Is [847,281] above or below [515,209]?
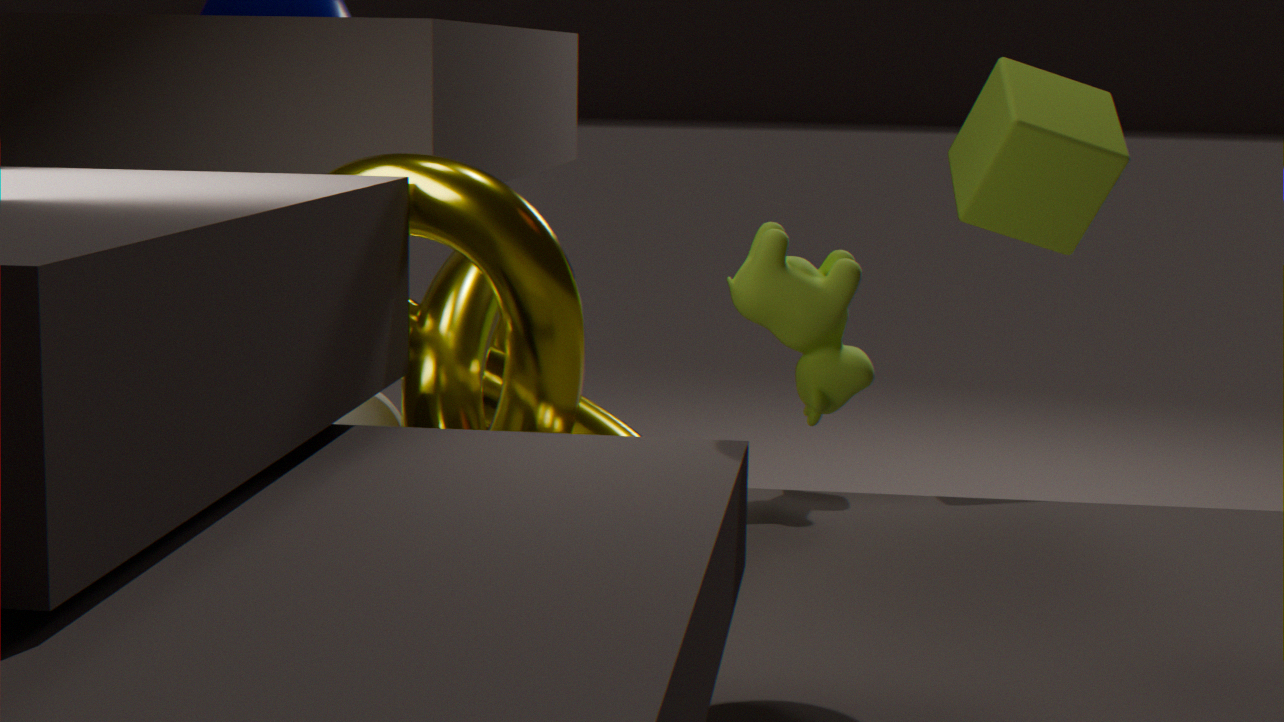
above
